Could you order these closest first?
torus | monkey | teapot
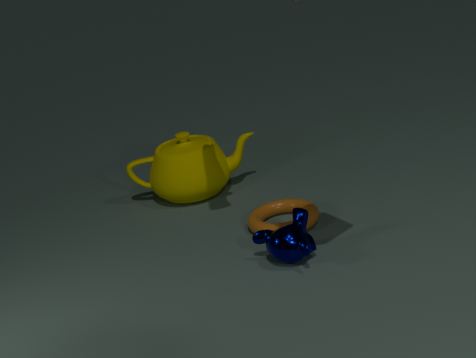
monkey, torus, teapot
